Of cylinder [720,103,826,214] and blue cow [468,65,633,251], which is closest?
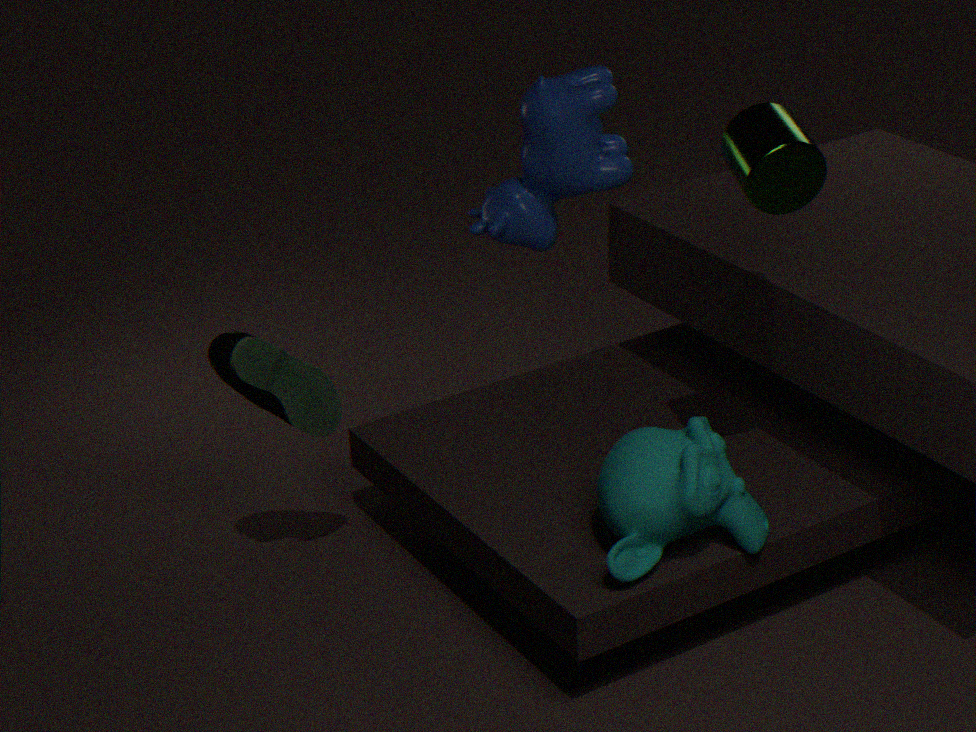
cylinder [720,103,826,214]
